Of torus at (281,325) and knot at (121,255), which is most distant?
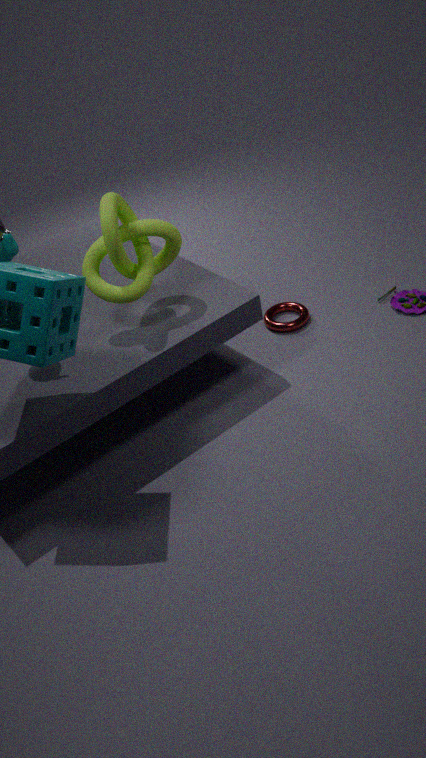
torus at (281,325)
